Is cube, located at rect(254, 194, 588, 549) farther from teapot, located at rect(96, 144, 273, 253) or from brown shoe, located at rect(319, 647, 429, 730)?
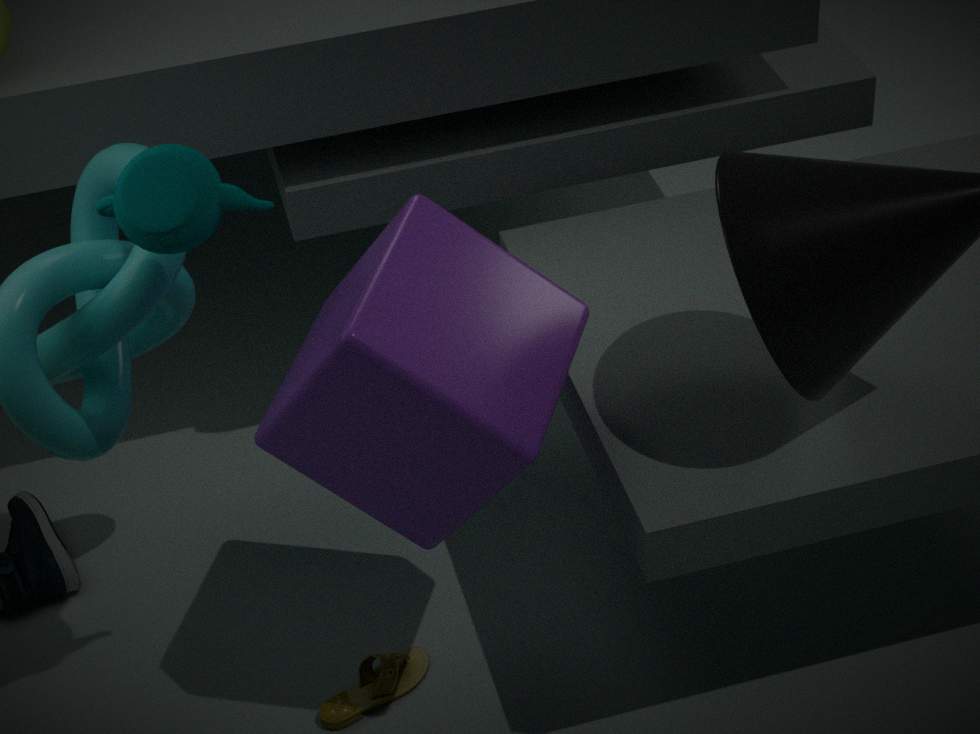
brown shoe, located at rect(319, 647, 429, 730)
